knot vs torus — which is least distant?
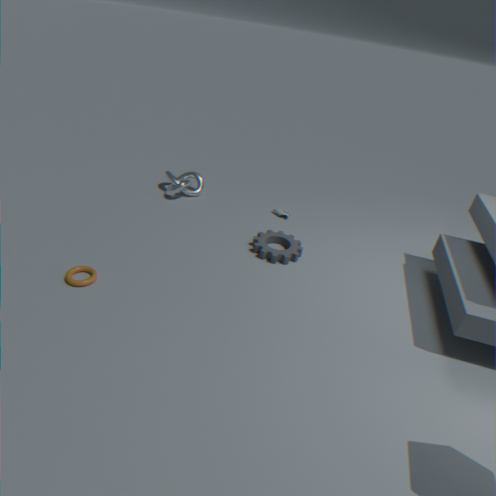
torus
